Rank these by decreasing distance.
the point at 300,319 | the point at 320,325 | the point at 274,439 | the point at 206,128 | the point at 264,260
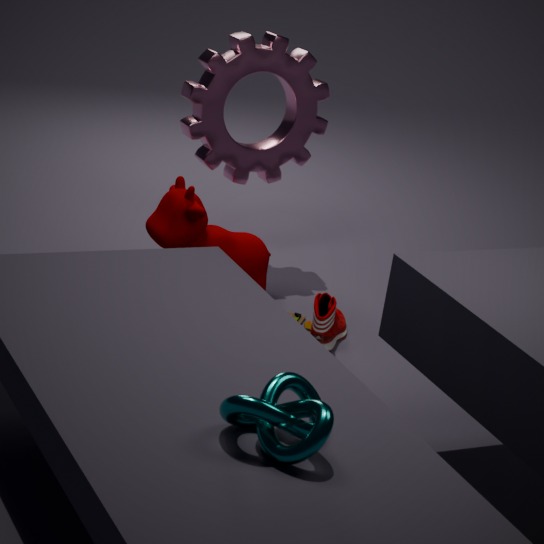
the point at 206,128, the point at 300,319, the point at 264,260, the point at 320,325, the point at 274,439
